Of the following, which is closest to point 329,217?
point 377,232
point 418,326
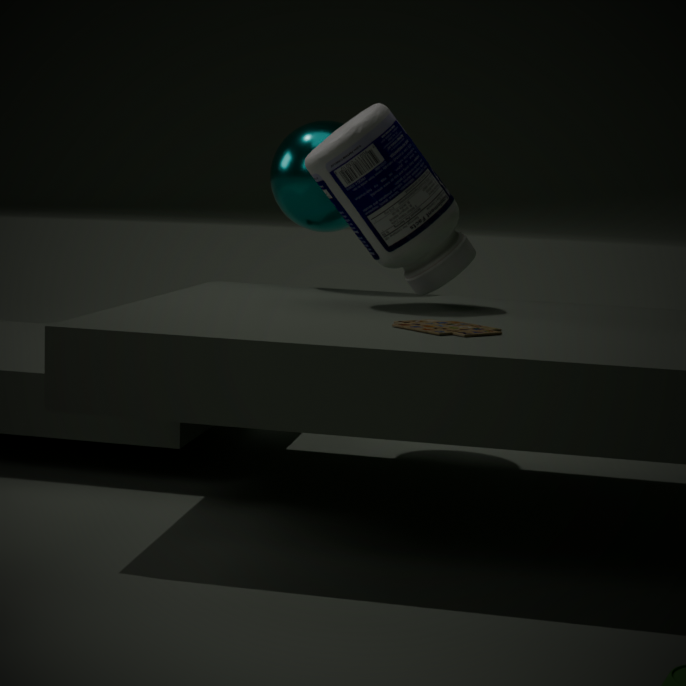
point 377,232
